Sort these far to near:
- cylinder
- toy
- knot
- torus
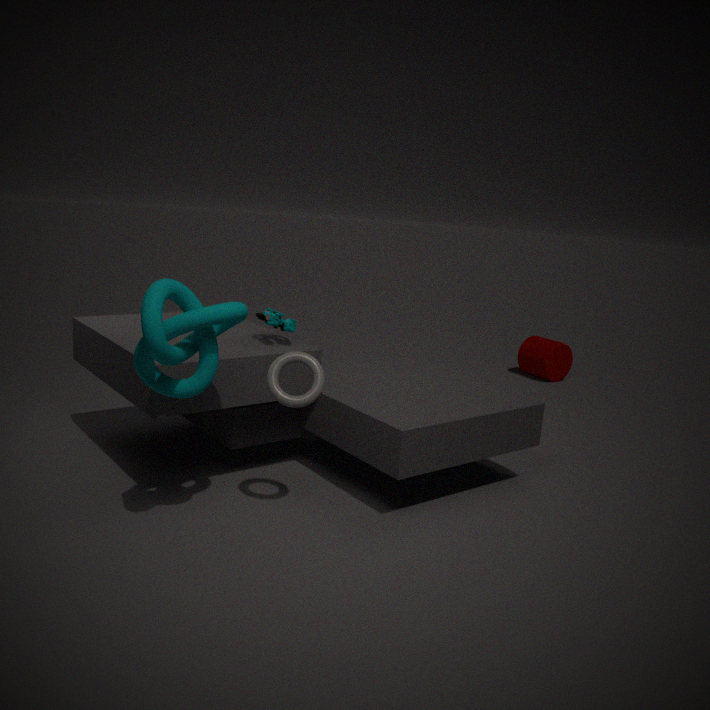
cylinder → toy → torus → knot
